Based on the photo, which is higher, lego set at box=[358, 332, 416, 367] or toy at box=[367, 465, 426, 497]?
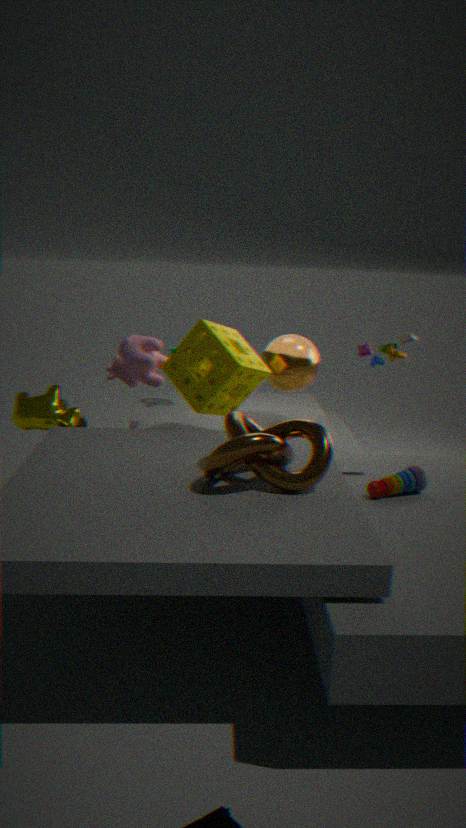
lego set at box=[358, 332, 416, 367]
